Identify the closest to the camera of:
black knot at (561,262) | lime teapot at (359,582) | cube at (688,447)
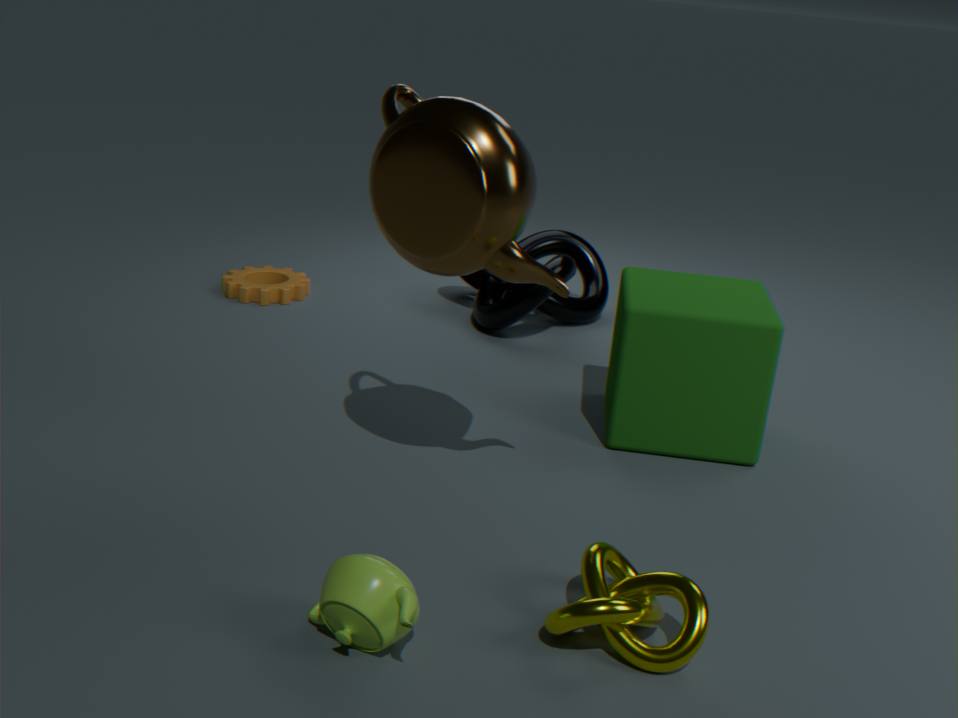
lime teapot at (359,582)
